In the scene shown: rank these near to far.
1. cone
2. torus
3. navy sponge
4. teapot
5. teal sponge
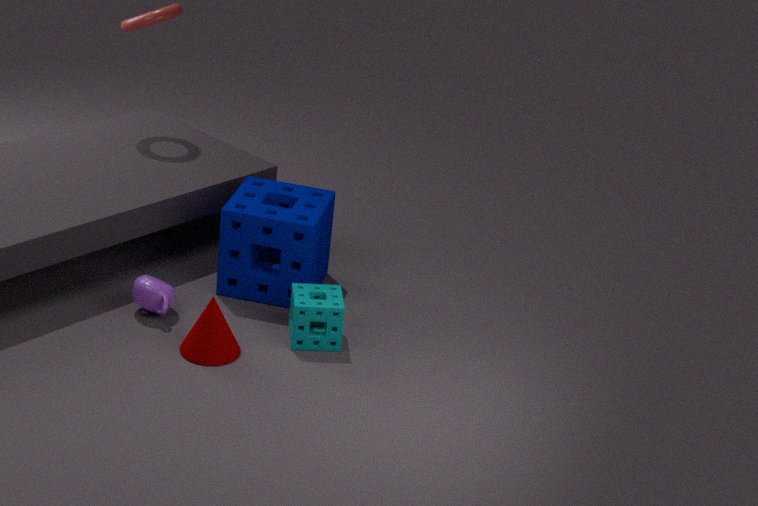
cone < teal sponge < teapot < navy sponge < torus
